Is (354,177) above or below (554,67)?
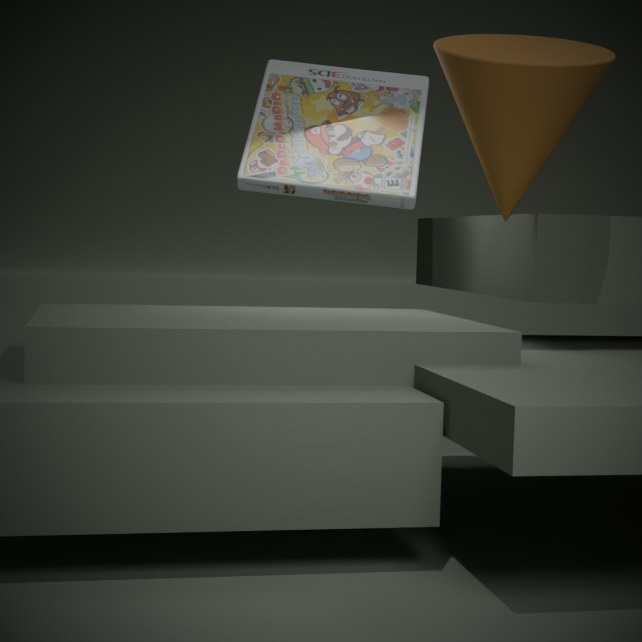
below
